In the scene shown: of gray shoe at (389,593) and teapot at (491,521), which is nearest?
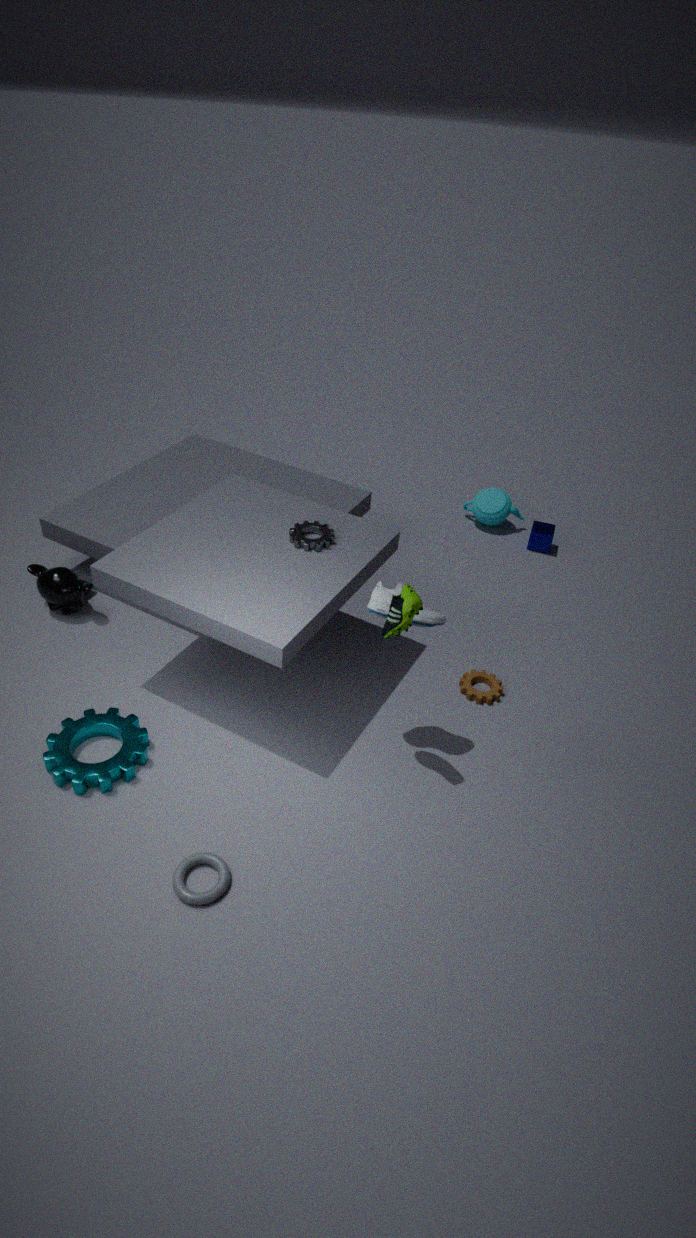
gray shoe at (389,593)
